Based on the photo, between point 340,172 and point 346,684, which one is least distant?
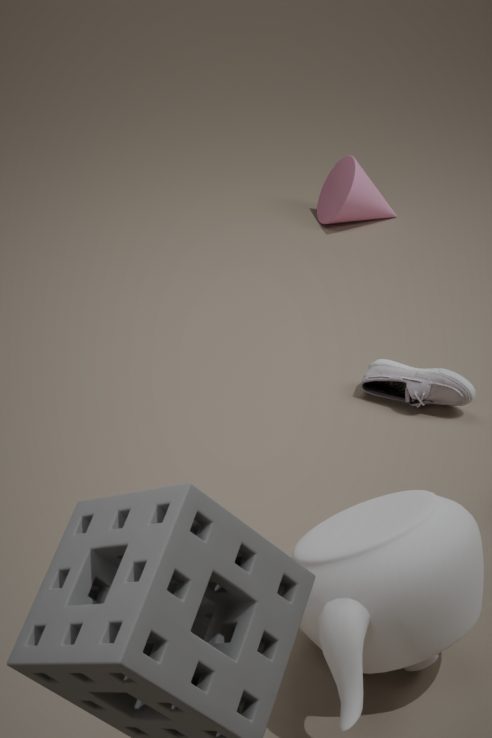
point 346,684
